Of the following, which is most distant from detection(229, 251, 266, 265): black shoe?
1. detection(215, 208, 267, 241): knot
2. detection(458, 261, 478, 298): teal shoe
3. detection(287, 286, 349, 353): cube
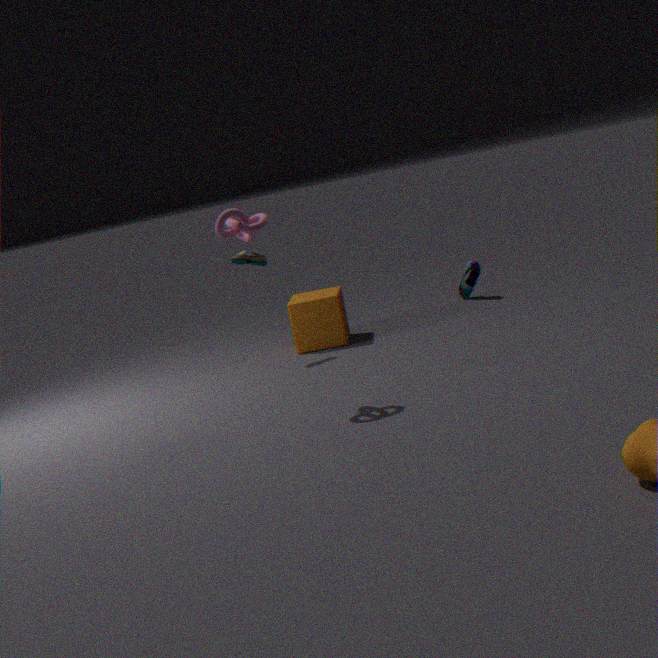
detection(458, 261, 478, 298): teal shoe
